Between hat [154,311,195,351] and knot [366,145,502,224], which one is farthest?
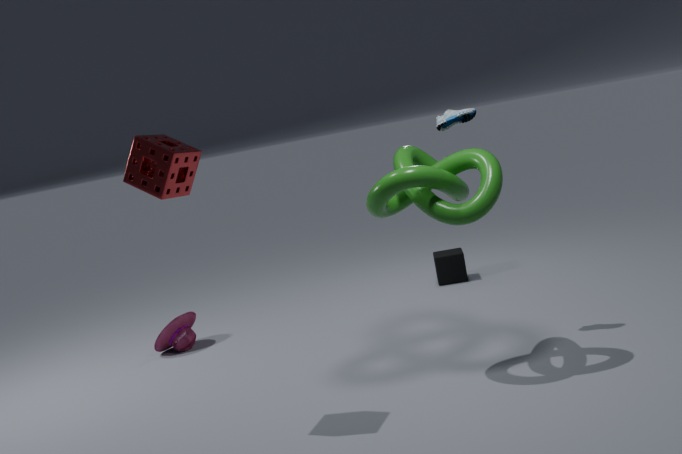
hat [154,311,195,351]
